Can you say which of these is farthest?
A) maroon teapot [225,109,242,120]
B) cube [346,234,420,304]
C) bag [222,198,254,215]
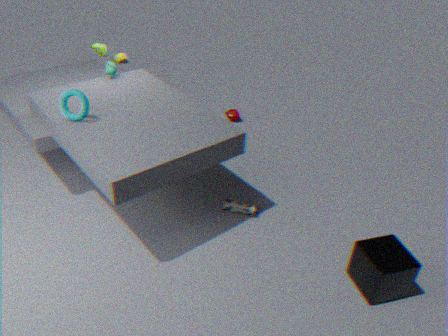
maroon teapot [225,109,242,120]
